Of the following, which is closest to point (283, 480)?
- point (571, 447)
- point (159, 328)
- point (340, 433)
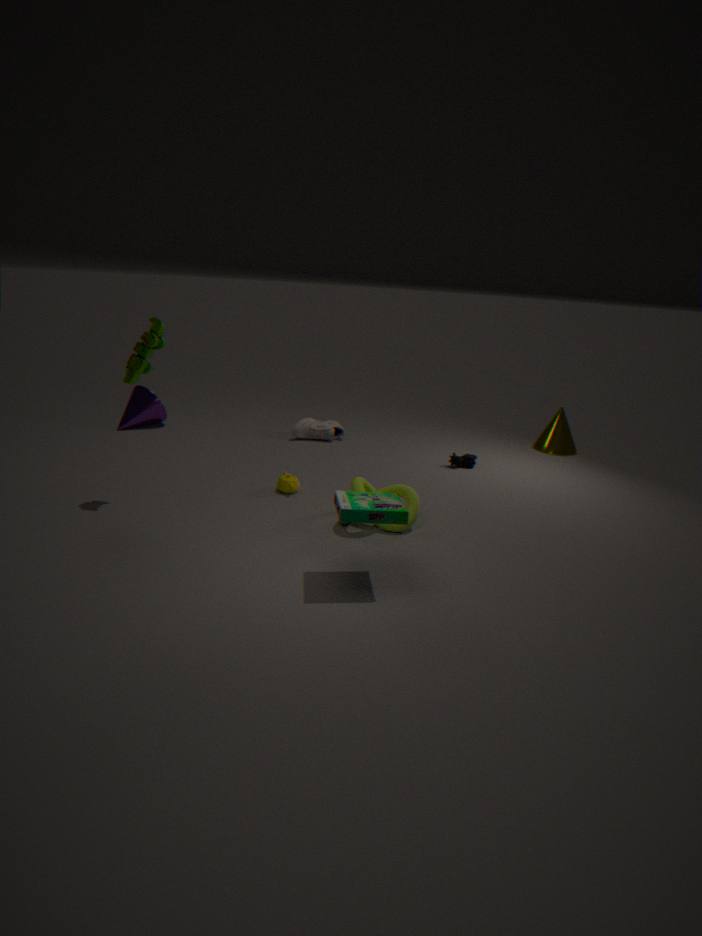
point (159, 328)
